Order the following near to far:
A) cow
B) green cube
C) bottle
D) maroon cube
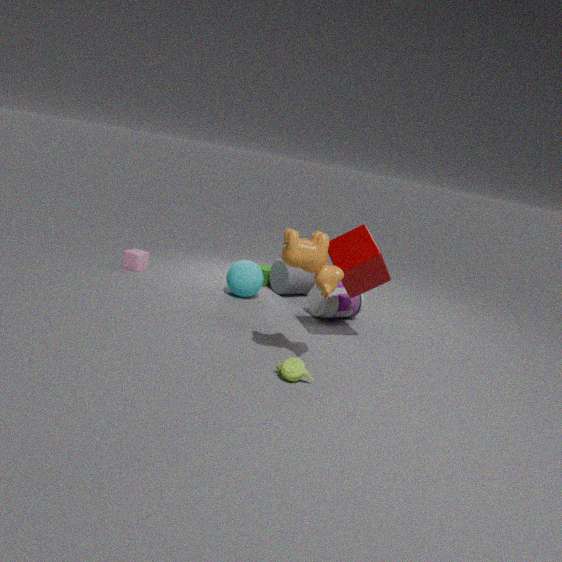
cow < maroon cube < bottle < green cube
